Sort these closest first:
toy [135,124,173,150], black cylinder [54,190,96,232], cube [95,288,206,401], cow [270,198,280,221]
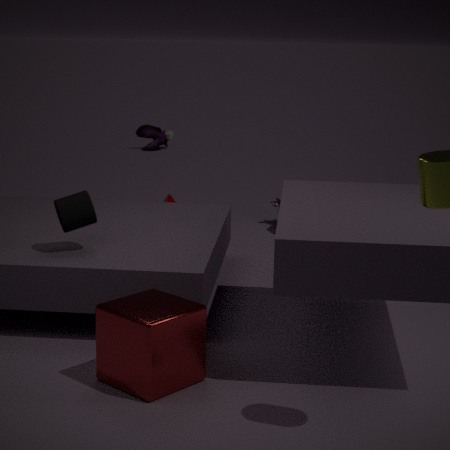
cube [95,288,206,401] → black cylinder [54,190,96,232] → cow [270,198,280,221] → toy [135,124,173,150]
